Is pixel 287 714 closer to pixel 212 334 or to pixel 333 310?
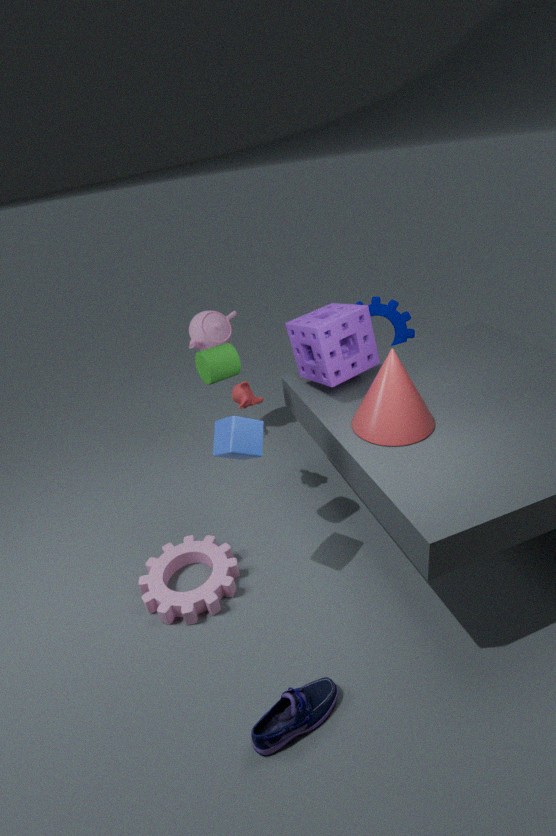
pixel 333 310
